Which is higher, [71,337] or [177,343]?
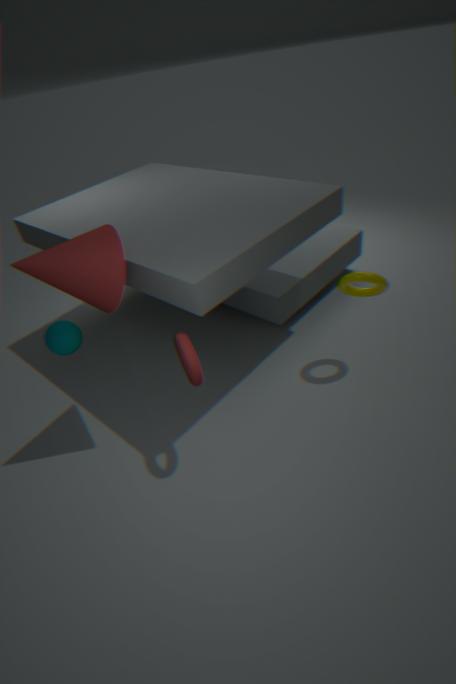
[71,337]
